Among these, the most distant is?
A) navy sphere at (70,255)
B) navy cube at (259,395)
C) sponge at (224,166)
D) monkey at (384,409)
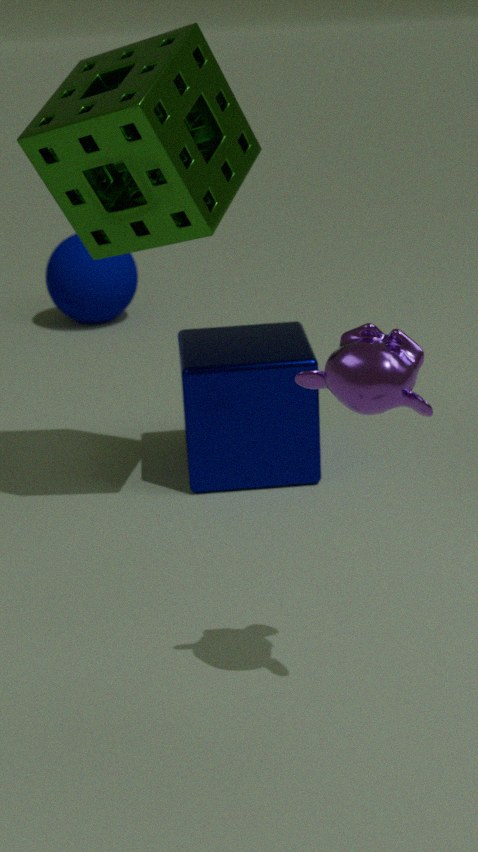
navy sphere at (70,255)
